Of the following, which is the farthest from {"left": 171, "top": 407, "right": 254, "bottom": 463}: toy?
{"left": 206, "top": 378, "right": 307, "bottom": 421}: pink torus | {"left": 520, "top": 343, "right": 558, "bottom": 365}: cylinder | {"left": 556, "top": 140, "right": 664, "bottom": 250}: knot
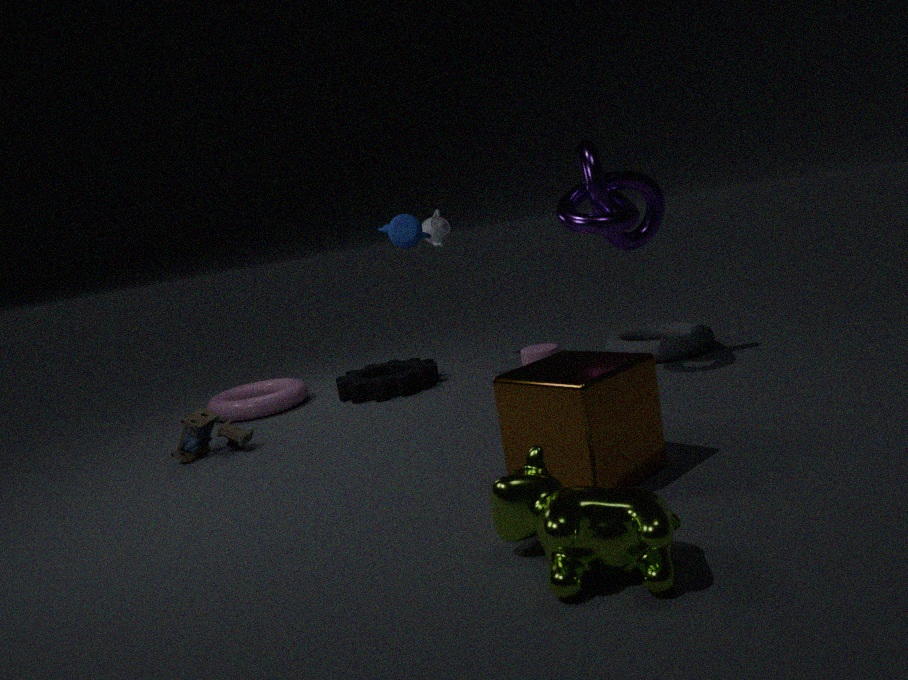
{"left": 556, "top": 140, "right": 664, "bottom": 250}: knot
